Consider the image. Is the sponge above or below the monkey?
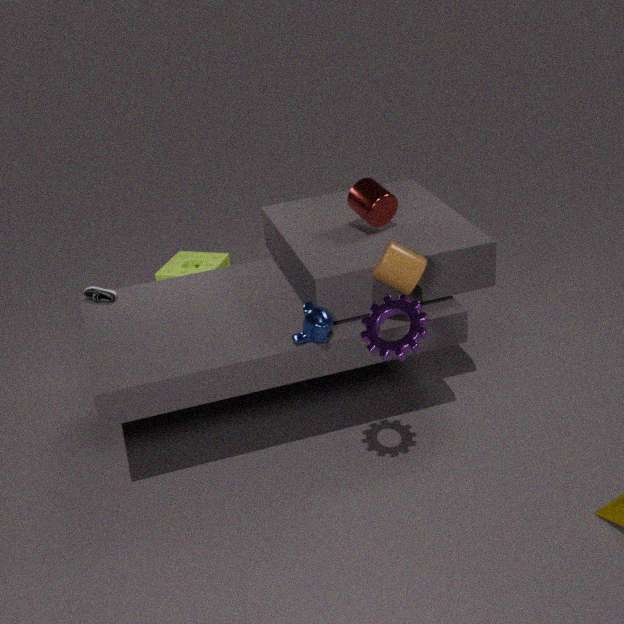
below
